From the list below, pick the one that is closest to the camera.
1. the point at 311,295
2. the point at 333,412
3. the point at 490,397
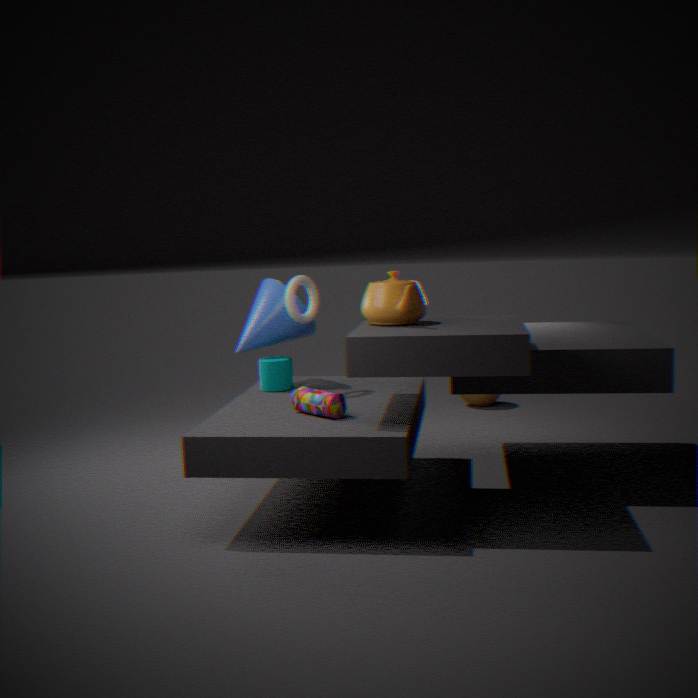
the point at 333,412
